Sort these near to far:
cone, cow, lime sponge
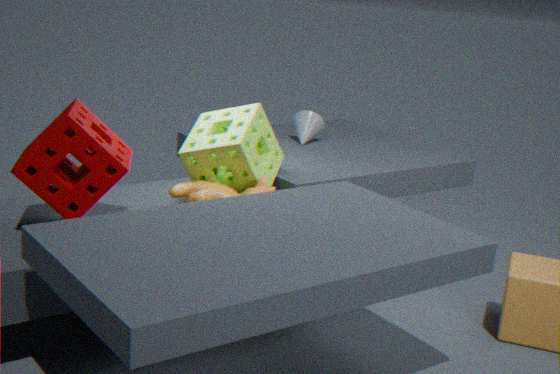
cow → lime sponge → cone
